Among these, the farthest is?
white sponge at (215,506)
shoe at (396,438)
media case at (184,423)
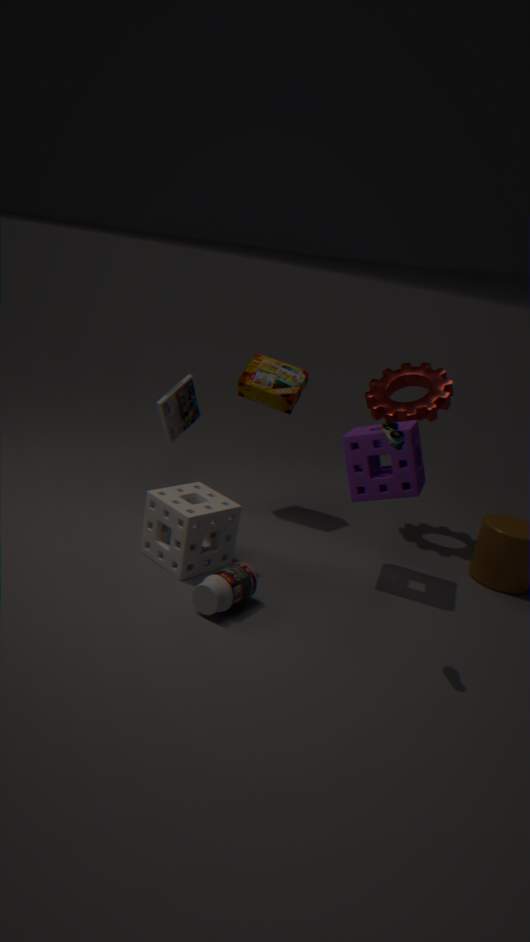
media case at (184,423)
